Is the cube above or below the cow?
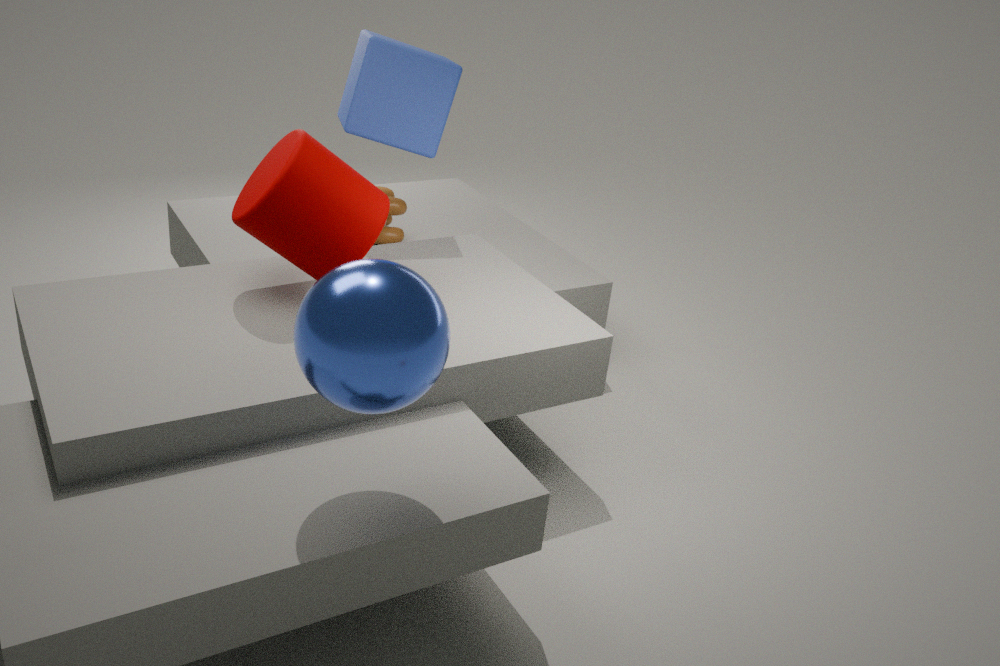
above
